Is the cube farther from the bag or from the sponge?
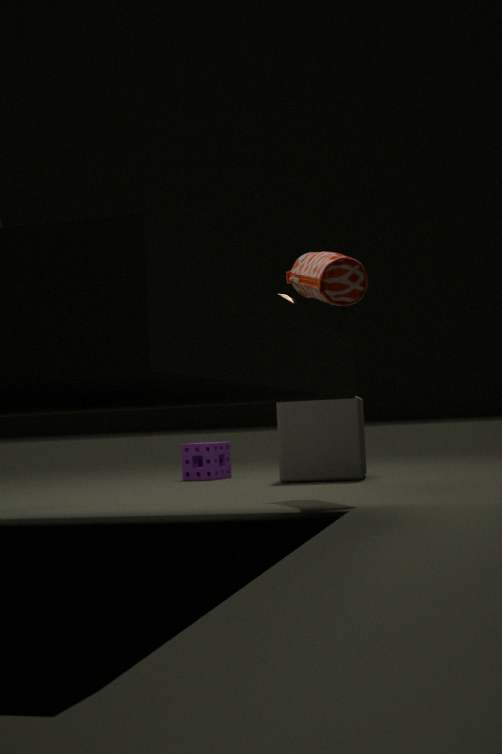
the bag
